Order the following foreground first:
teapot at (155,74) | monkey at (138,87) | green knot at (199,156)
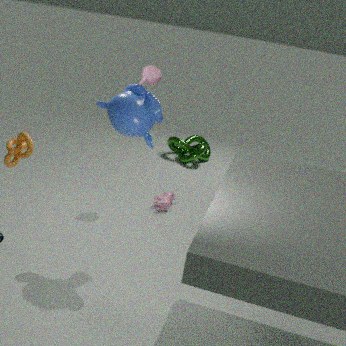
monkey at (138,87) → teapot at (155,74) → green knot at (199,156)
